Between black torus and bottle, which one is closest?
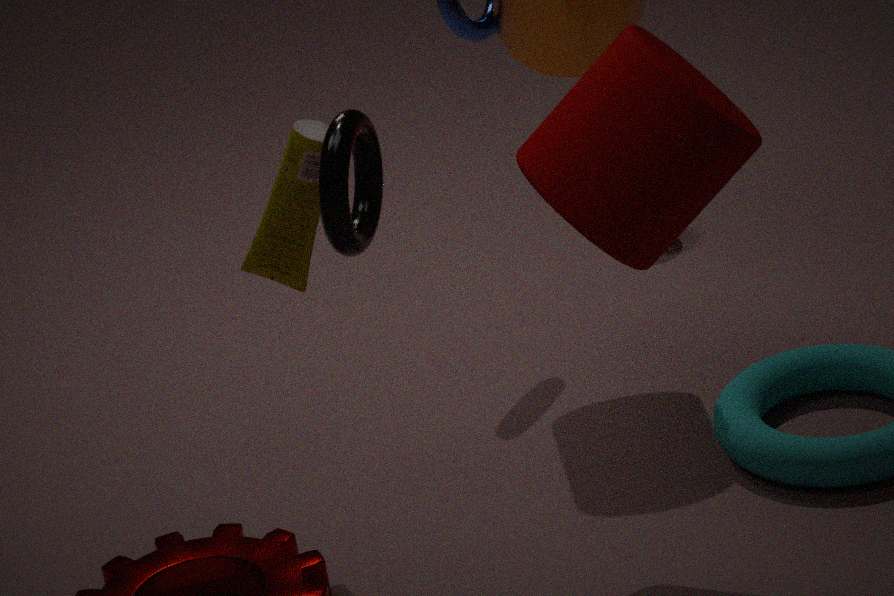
black torus
